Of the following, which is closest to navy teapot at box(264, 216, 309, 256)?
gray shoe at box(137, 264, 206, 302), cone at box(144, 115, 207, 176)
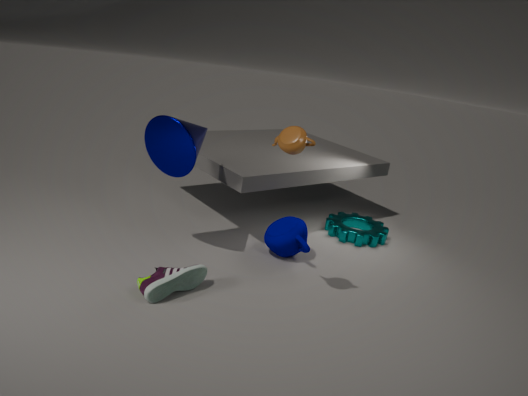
gray shoe at box(137, 264, 206, 302)
